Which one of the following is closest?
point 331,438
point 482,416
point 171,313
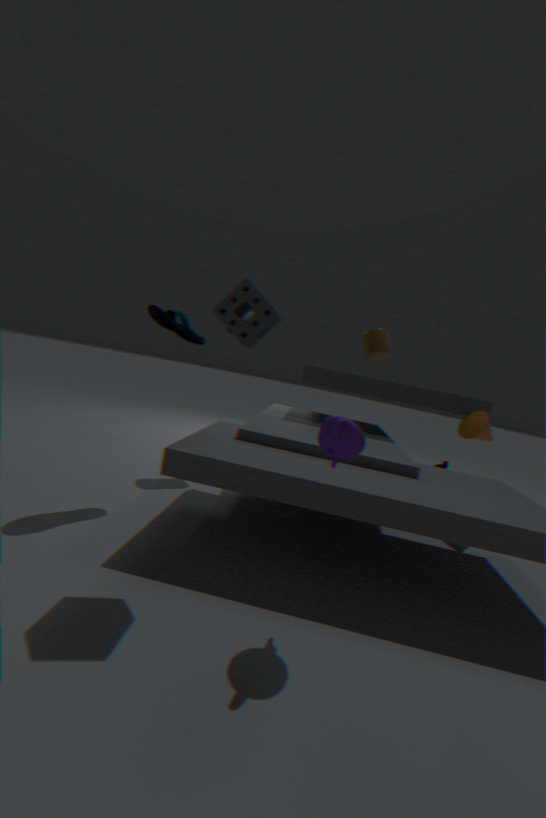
point 331,438
